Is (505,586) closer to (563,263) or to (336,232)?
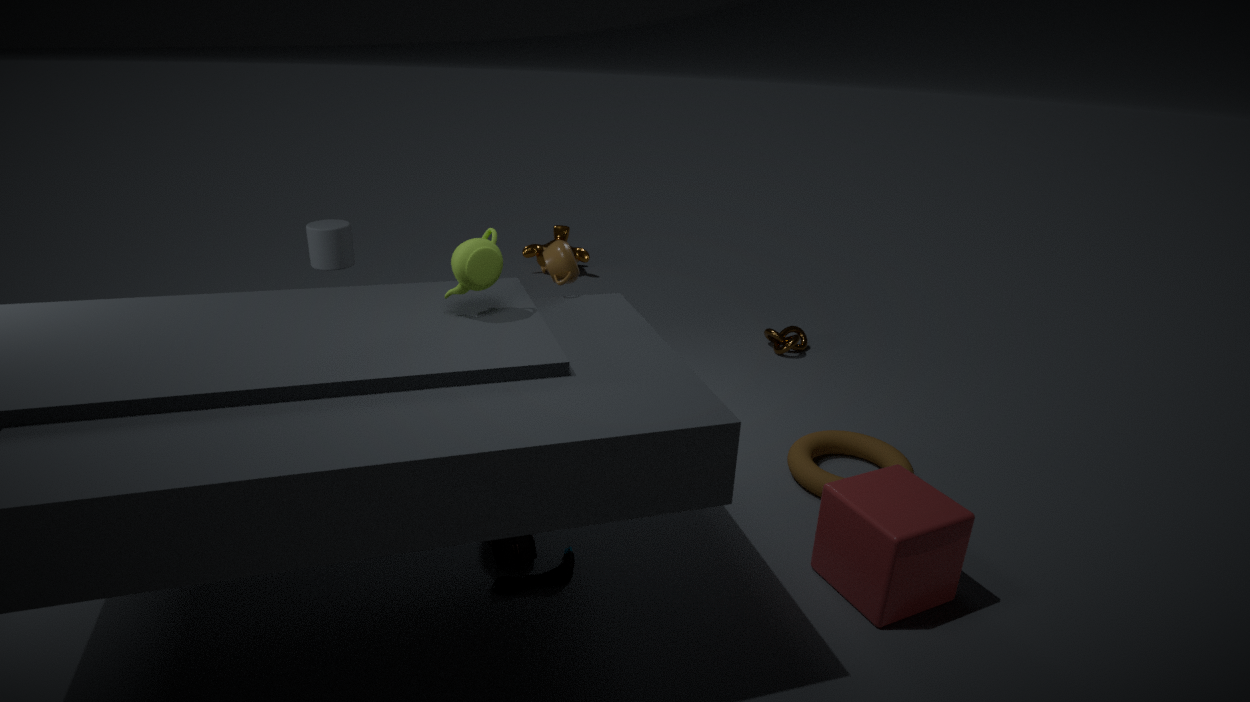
(563,263)
